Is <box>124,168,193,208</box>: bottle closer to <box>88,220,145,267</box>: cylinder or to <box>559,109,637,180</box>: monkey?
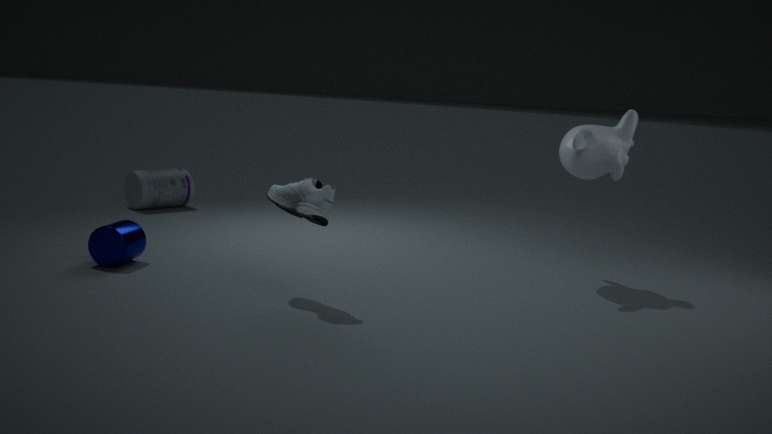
<box>88,220,145,267</box>: cylinder
